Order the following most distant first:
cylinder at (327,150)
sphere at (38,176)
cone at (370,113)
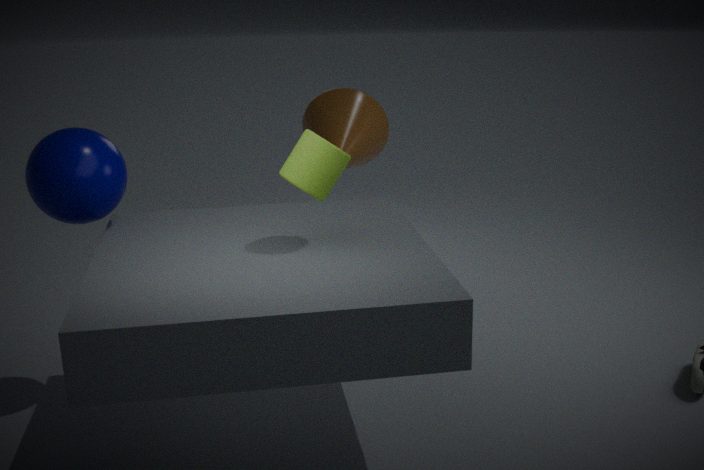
cone at (370,113) < sphere at (38,176) < cylinder at (327,150)
